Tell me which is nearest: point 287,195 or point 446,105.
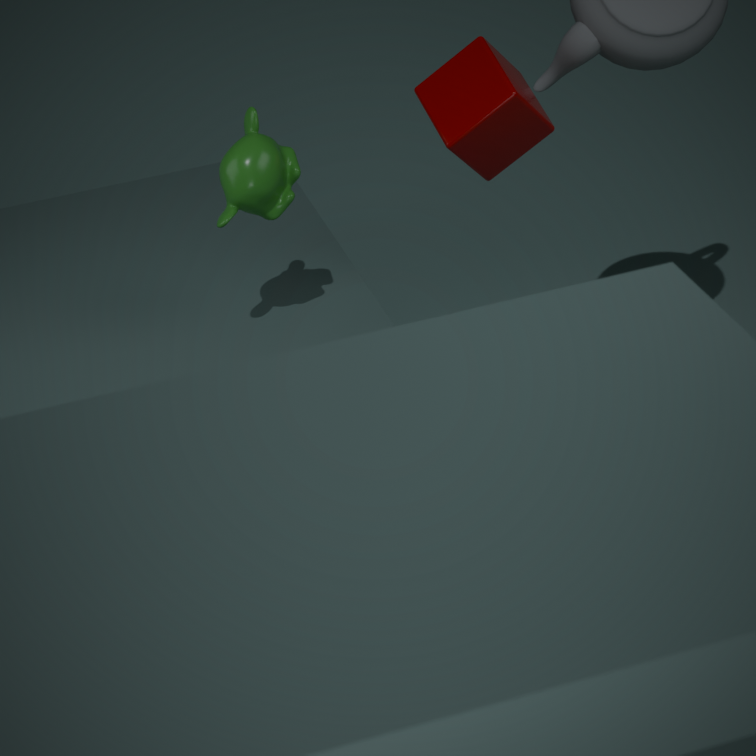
point 287,195
